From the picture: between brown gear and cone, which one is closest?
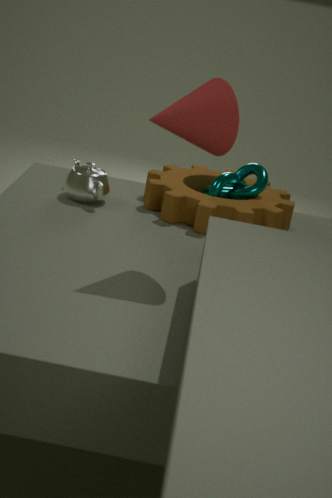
cone
